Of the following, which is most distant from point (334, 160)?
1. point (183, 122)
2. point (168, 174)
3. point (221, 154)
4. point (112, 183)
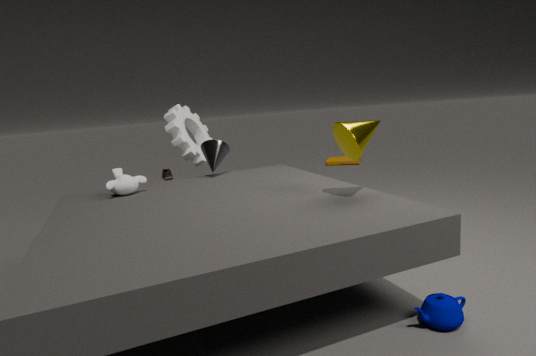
point (112, 183)
